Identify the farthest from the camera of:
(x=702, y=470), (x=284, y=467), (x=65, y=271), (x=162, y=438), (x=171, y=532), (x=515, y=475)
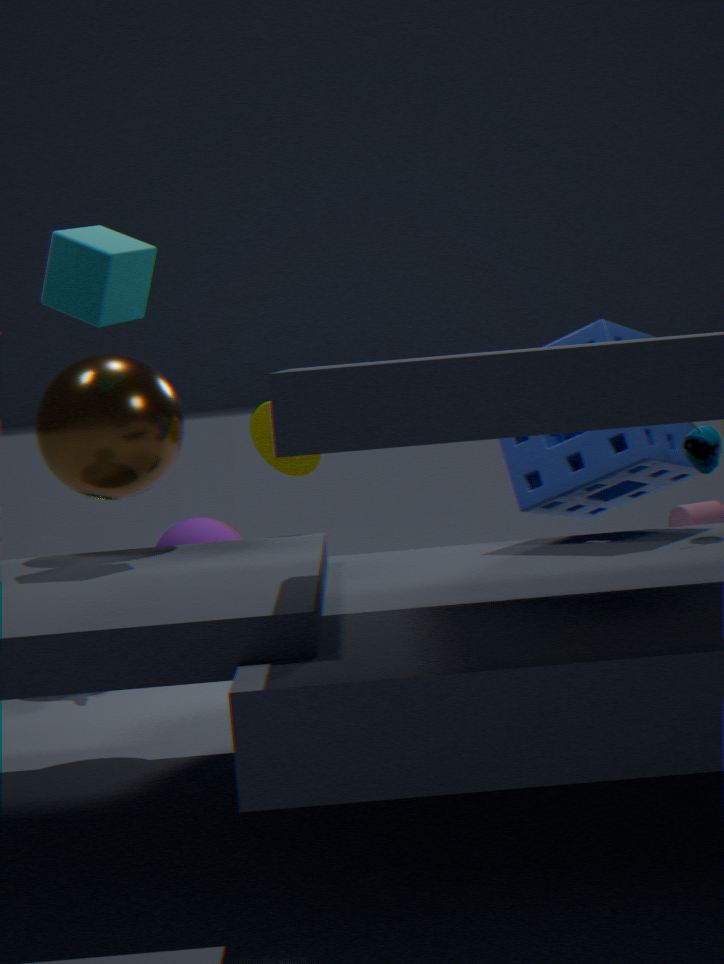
(x=171, y=532)
